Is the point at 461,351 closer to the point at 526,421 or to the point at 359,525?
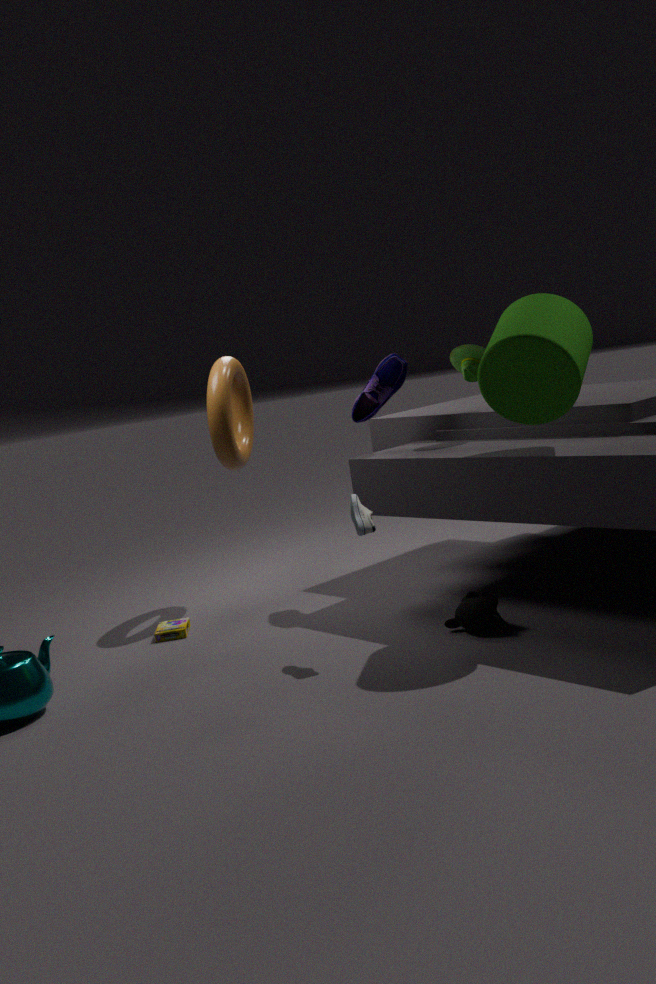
the point at 526,421
